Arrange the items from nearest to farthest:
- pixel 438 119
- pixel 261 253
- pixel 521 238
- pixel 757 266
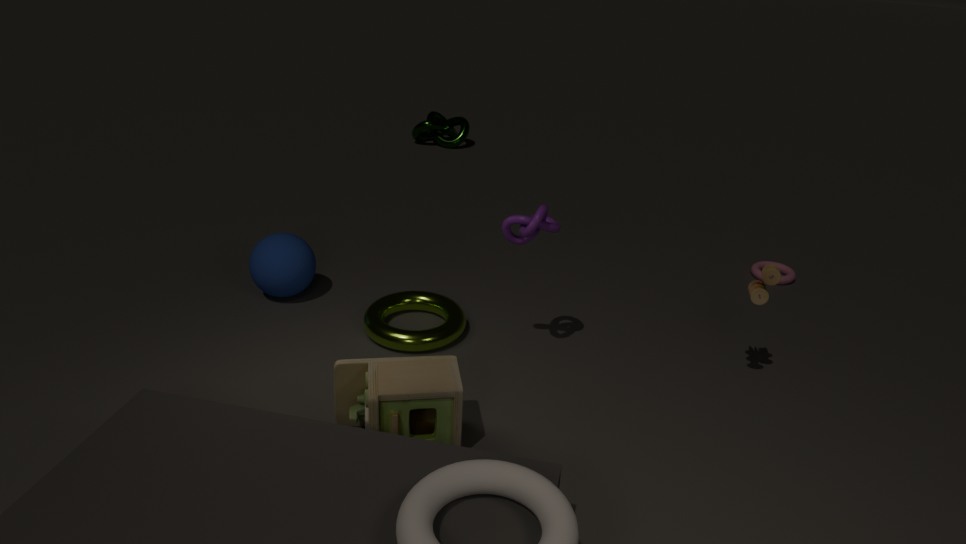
pixel 521 238 < pixel 261 253 < pixel 757 266 < pixel 438 119
